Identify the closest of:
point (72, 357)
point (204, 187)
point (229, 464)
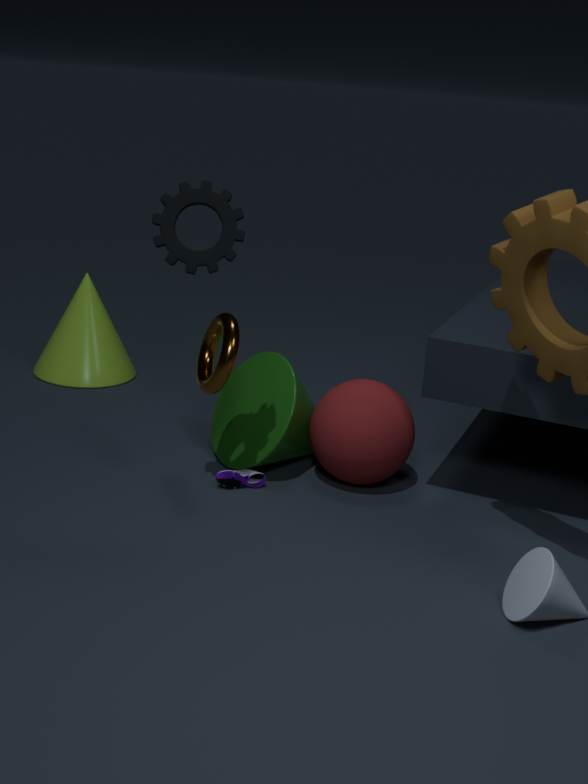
point (204, 187)
